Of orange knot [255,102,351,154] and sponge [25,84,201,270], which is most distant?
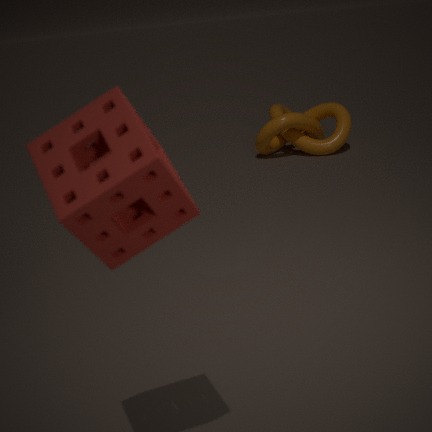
orange knot [255,102,351,154]
